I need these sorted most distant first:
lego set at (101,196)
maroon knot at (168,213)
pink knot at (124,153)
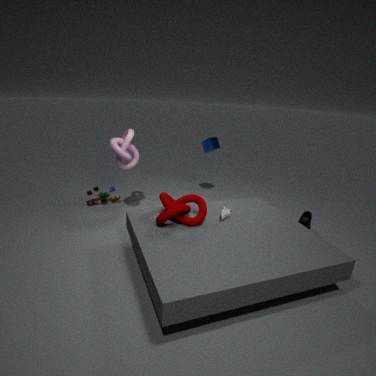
lego set at (101,196) < pink knot at (124,153) < maroon knot at (168,213)
